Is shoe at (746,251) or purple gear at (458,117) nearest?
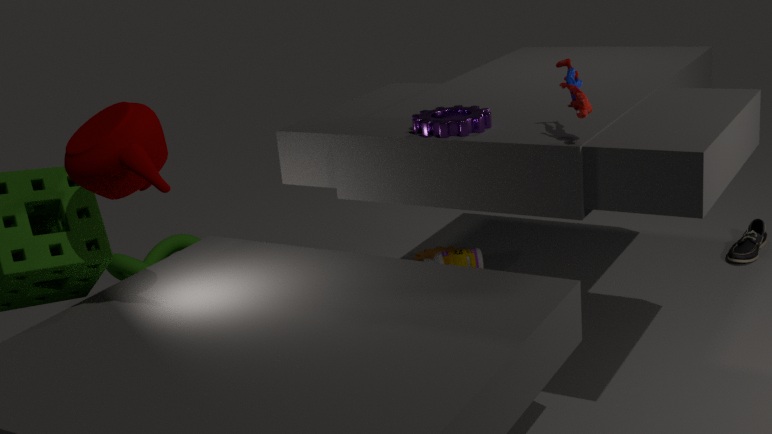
purple gear at (458,117)
